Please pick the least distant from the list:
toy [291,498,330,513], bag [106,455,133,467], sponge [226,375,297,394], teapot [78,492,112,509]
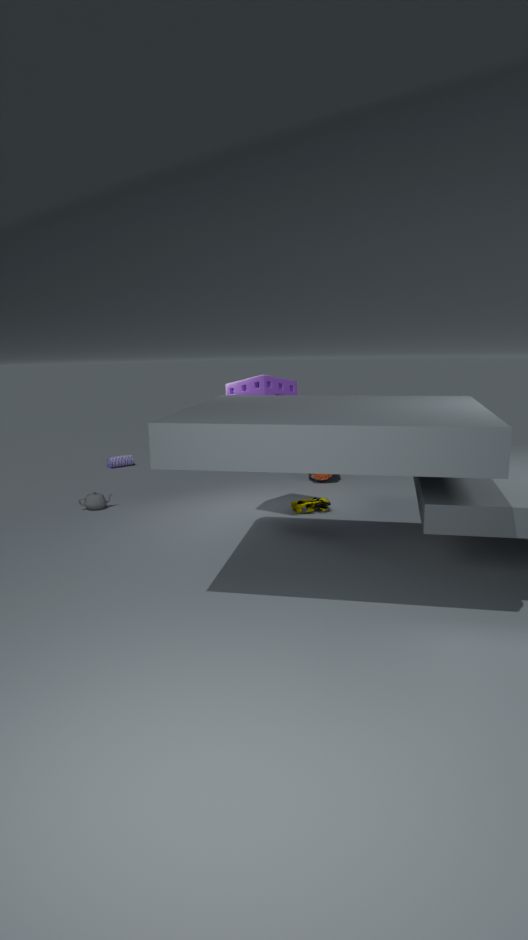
sponge [226,375,297,394]
